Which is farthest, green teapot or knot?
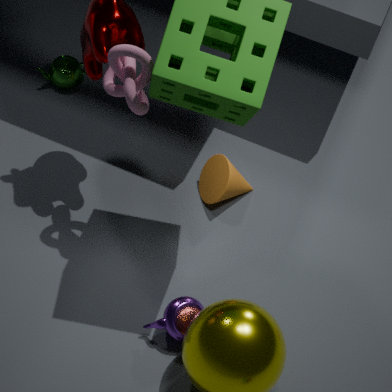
green teapot
